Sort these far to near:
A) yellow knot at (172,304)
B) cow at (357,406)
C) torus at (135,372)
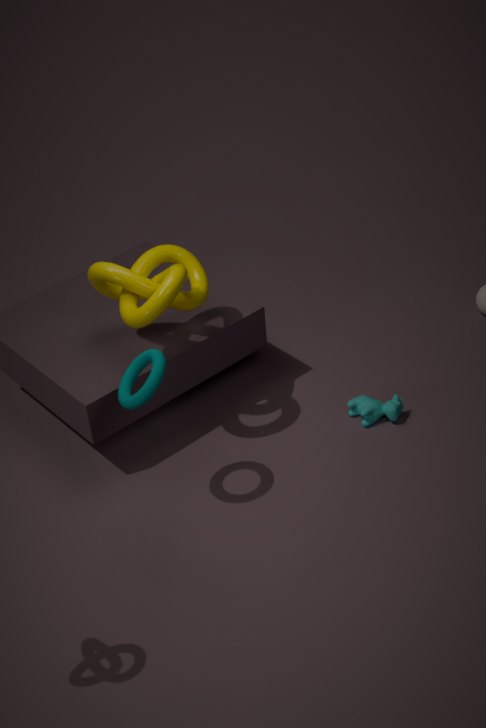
cow at (357,406), yellow knot at (172,304), torus at (135,372)
